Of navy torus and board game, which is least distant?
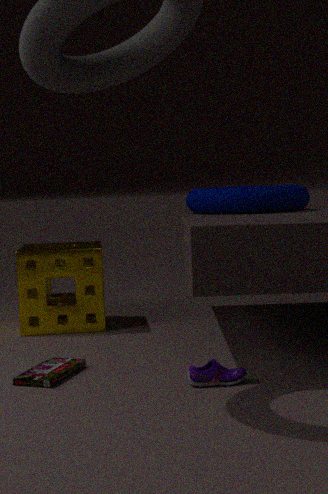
board game
